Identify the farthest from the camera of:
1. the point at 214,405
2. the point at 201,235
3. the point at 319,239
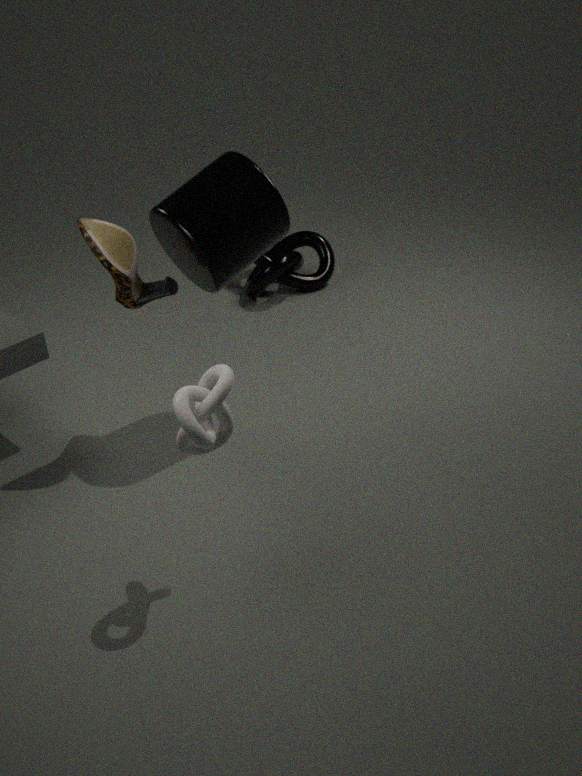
the point at 319,239
